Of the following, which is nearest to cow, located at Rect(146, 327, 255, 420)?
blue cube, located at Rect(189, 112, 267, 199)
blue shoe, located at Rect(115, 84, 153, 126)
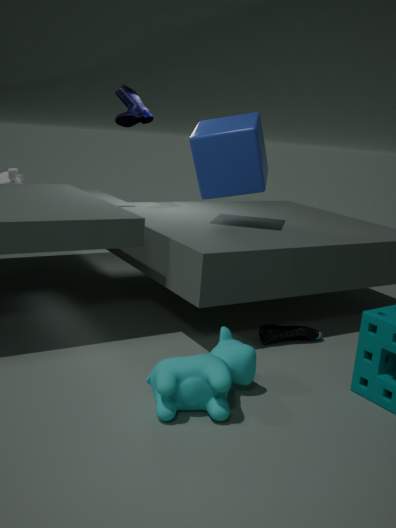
blue cube, located at Rect(189, 112, 267, 199)
